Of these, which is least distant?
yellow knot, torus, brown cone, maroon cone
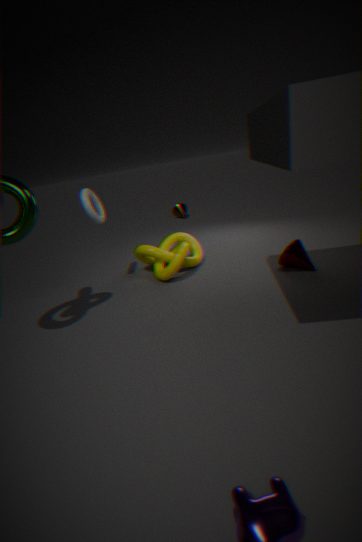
Answer: maroon cone
